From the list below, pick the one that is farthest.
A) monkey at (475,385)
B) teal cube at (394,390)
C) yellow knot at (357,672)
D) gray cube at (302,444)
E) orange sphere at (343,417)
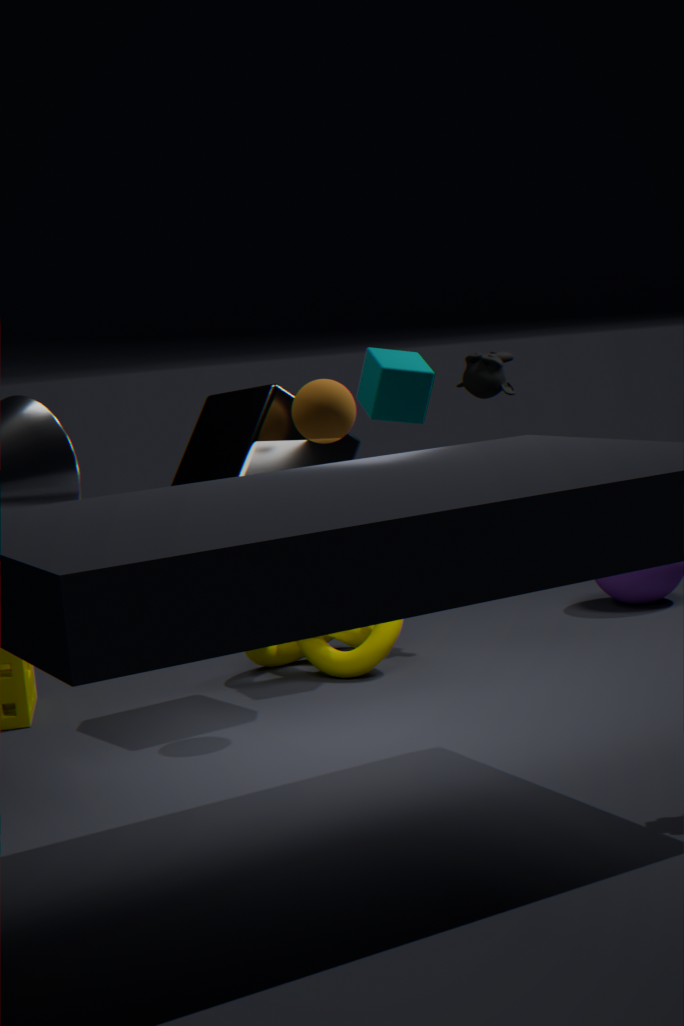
monkey at (475,385)
